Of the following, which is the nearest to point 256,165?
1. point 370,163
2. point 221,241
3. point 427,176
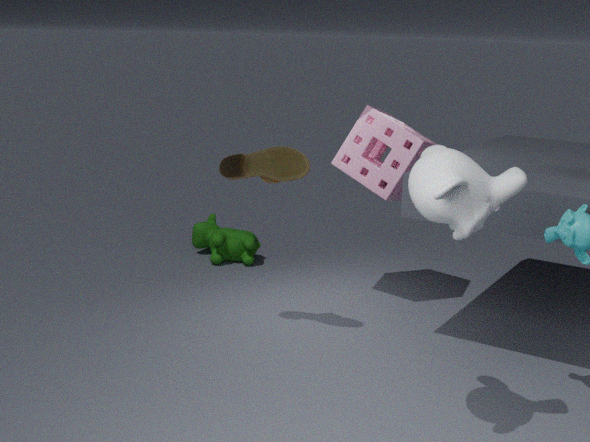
point 370,163
